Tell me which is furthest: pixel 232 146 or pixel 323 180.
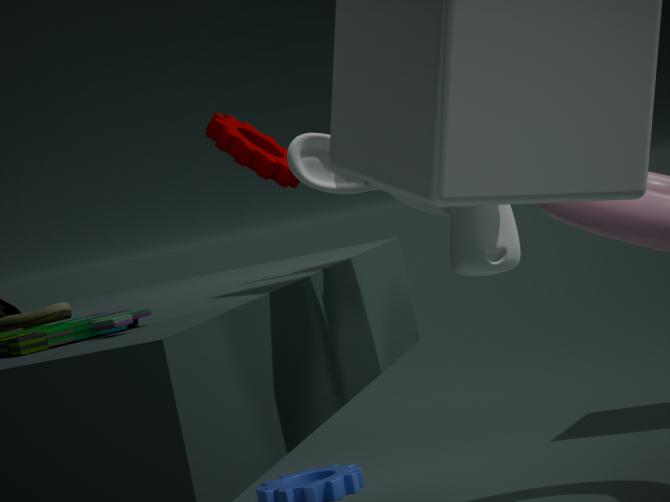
pixel 232 146
